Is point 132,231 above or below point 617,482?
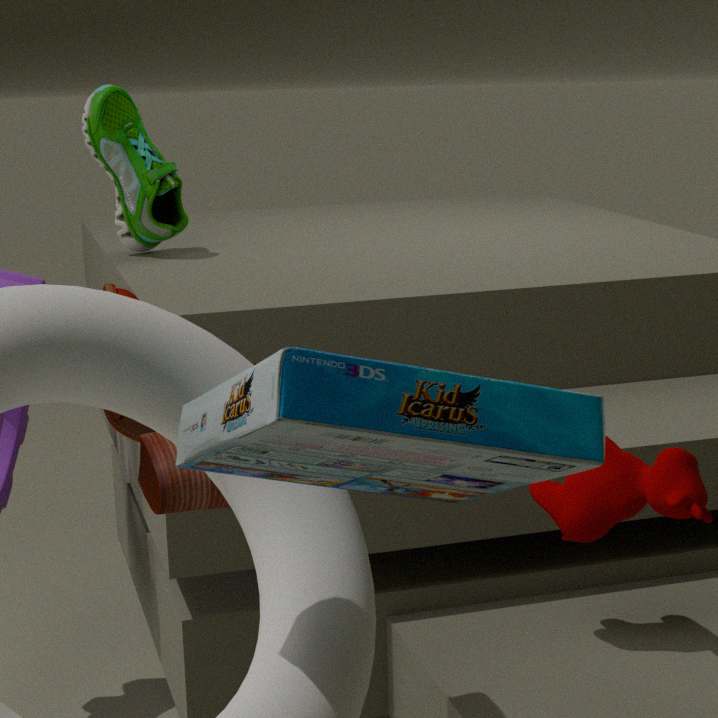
above
